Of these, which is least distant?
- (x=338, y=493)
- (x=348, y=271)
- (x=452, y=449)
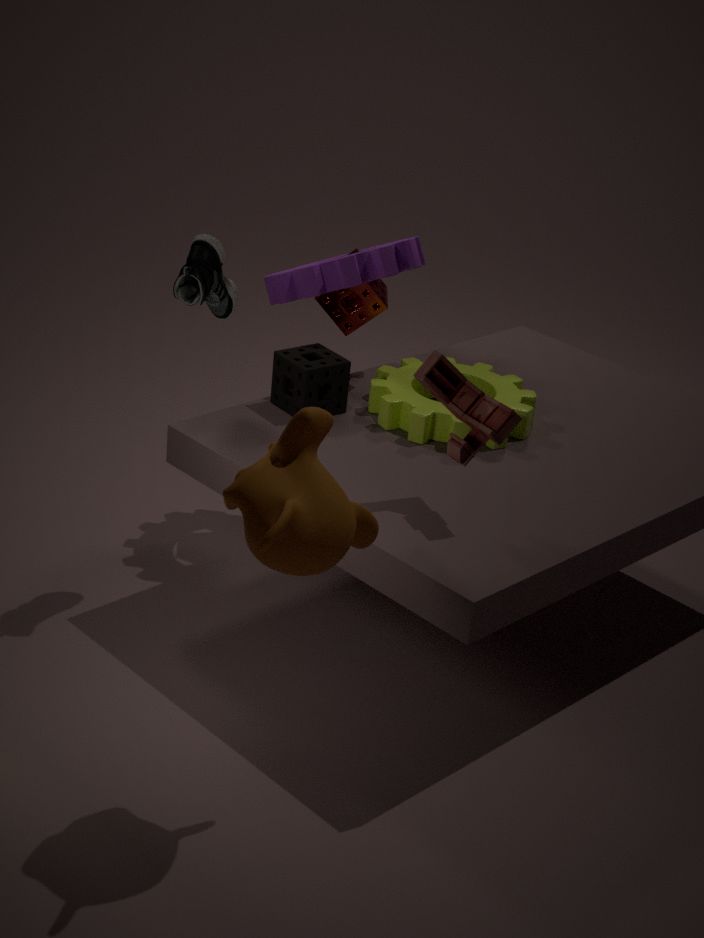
(x=338, y=493)
